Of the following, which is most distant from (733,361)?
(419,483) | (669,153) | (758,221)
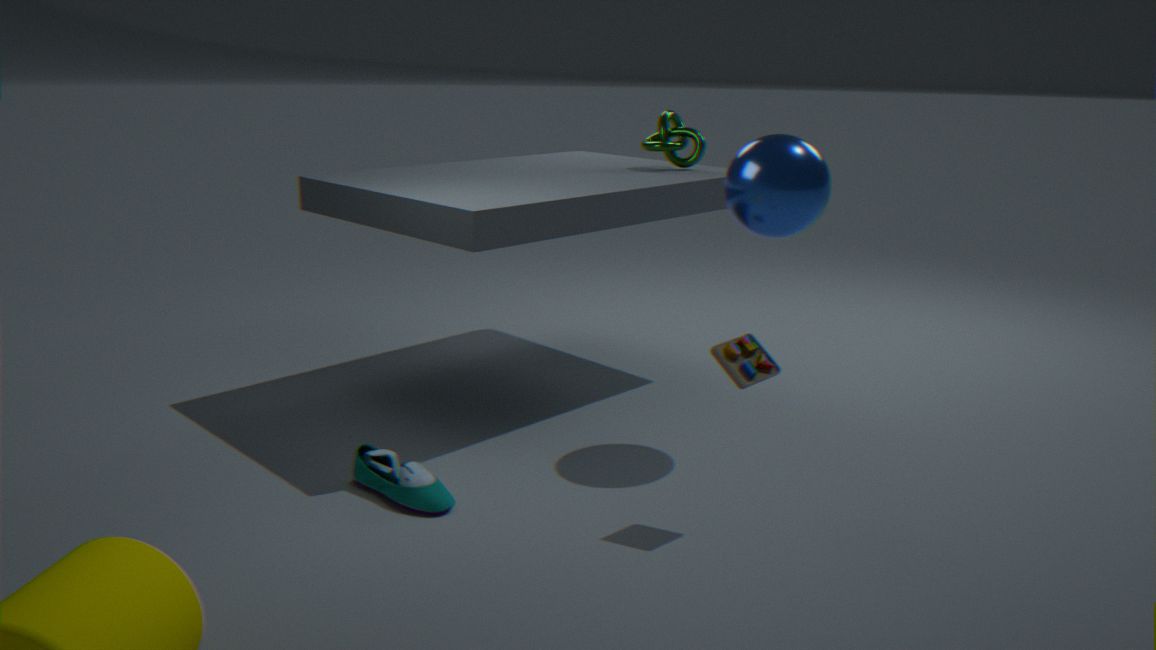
(669,153)
